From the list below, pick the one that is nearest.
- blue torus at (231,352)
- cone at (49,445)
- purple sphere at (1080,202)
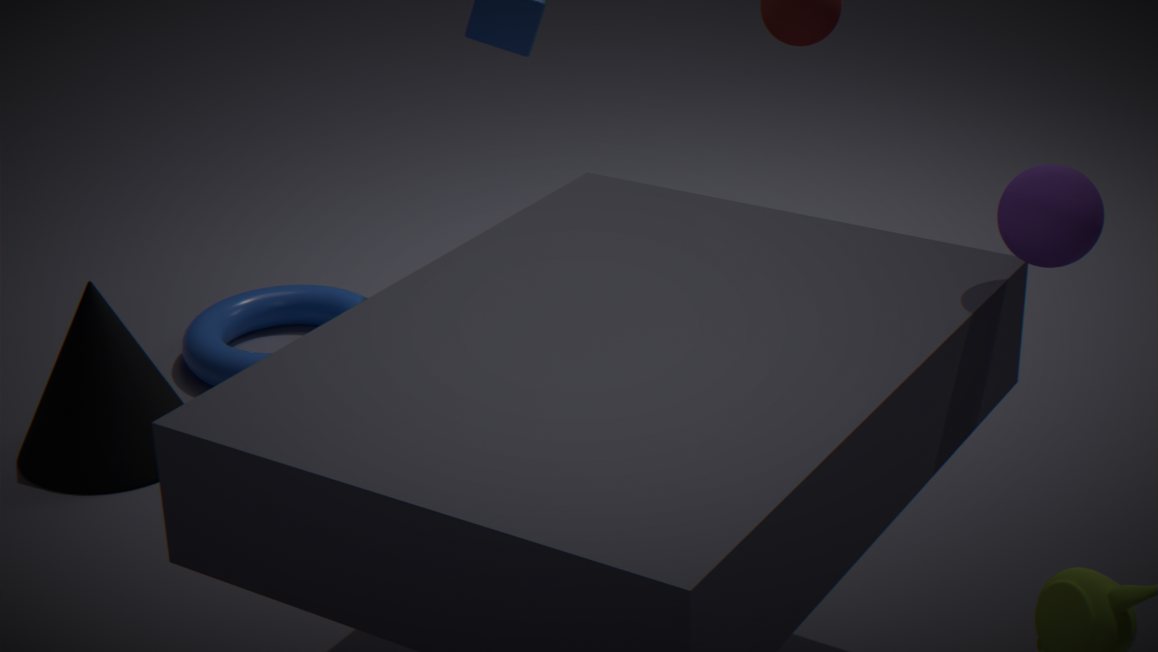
purple sphere at (1080,202)
